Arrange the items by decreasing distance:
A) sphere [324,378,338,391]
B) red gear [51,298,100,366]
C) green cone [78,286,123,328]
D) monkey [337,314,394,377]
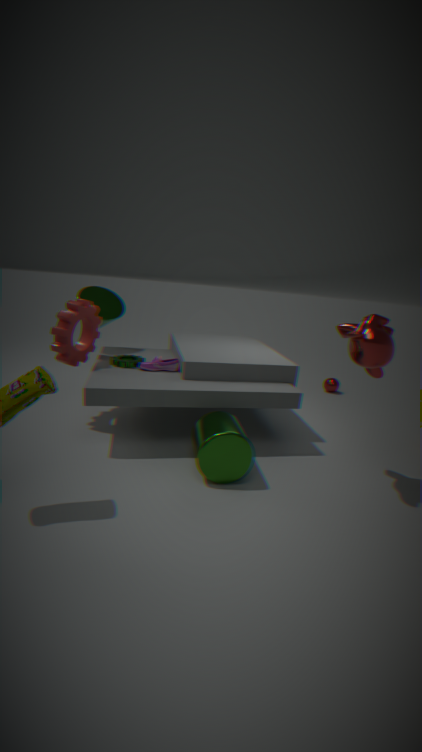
1. sphere [324,378,338,391]
2. green cone [78,286,123,328]
3. red gear [51,298,100,366]
4. monkey [337,314,394,377]
